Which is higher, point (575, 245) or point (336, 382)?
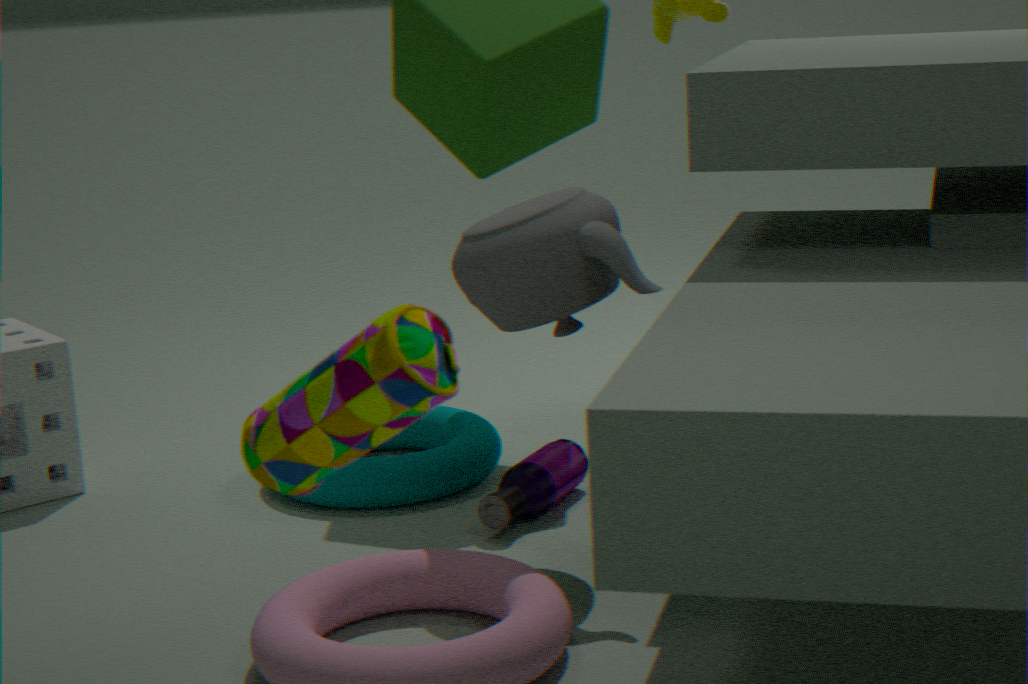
point (336, 382)
